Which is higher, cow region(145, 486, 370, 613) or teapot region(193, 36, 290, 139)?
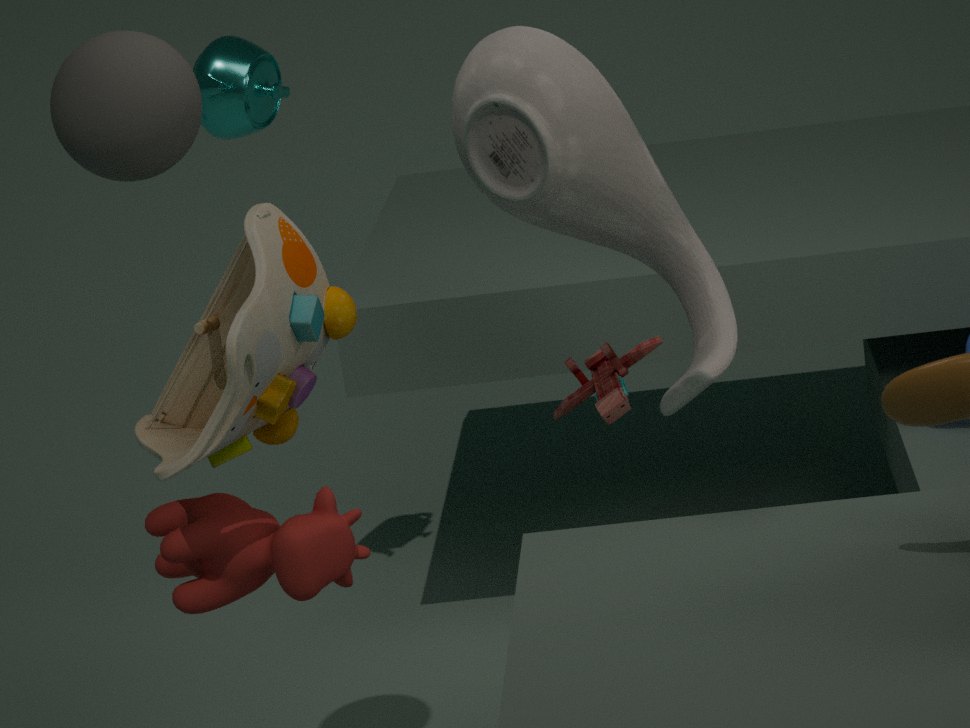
teapot region(193, 36, 290, 139)
